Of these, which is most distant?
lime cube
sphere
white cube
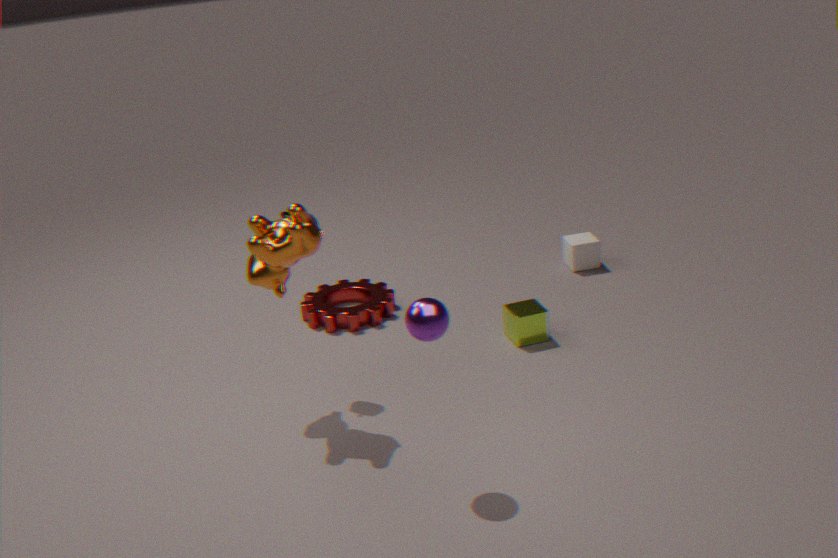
white cube
